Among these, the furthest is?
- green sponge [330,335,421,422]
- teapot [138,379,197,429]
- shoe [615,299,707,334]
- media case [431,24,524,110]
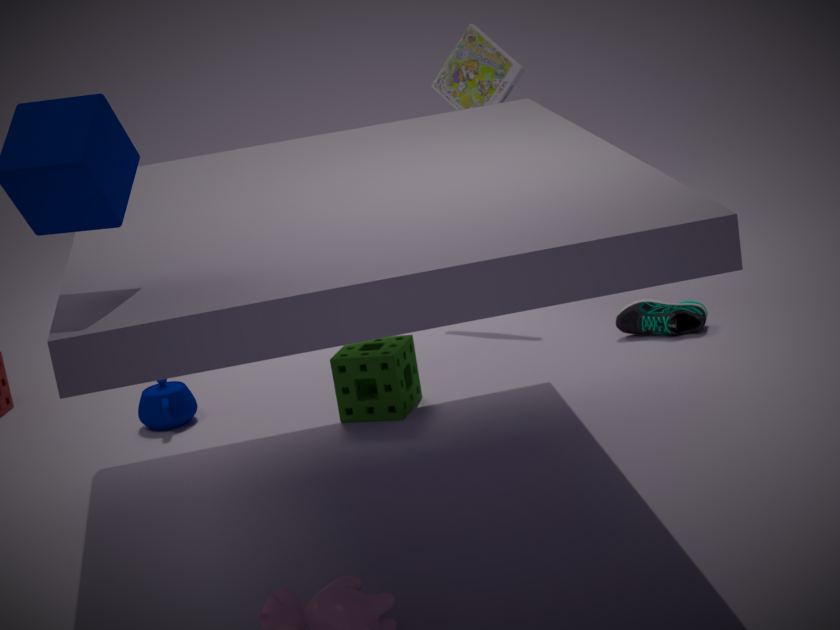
media case [431,24,524,110]
